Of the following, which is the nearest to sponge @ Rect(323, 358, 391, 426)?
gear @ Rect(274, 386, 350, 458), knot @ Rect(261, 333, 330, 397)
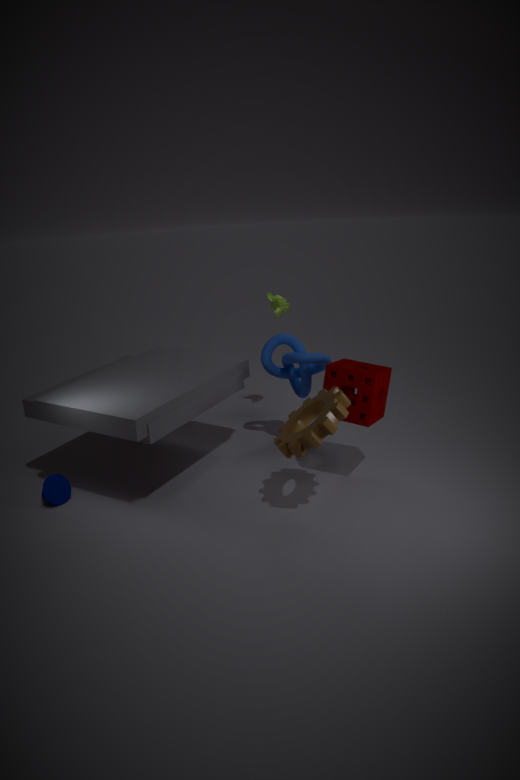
gear @ Rect(274, 386, 350, 458)
